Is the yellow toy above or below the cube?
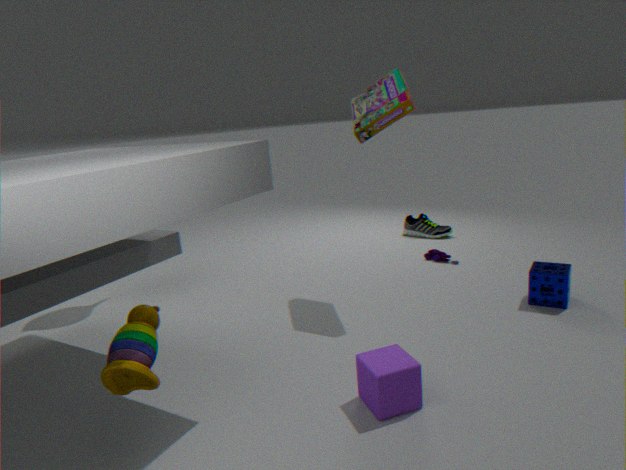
above
